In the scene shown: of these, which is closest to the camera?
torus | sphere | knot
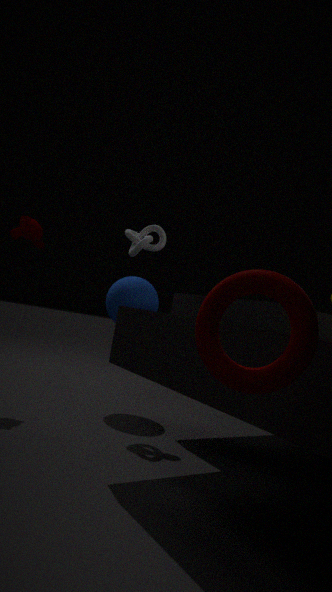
torus
